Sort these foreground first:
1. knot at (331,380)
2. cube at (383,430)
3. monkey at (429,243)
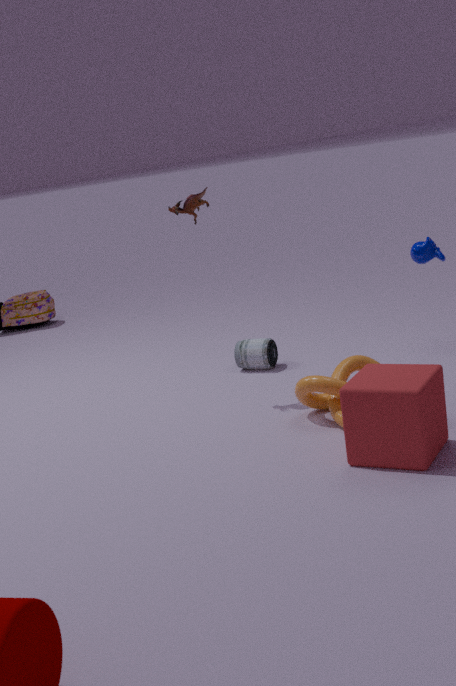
cube at (383,430)
knot at (331,380)
monkey at (429,243)
